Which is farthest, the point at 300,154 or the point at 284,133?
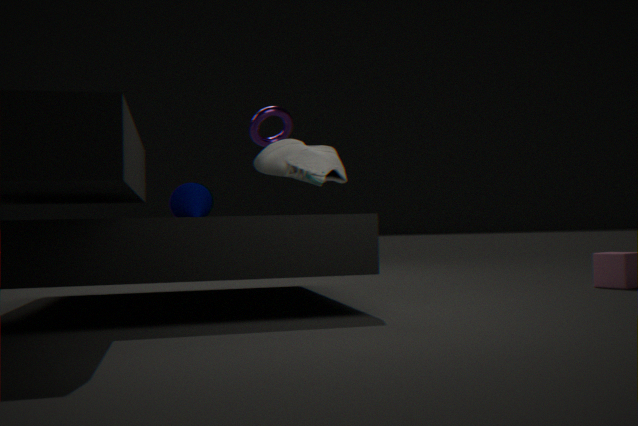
the point at 284,133
